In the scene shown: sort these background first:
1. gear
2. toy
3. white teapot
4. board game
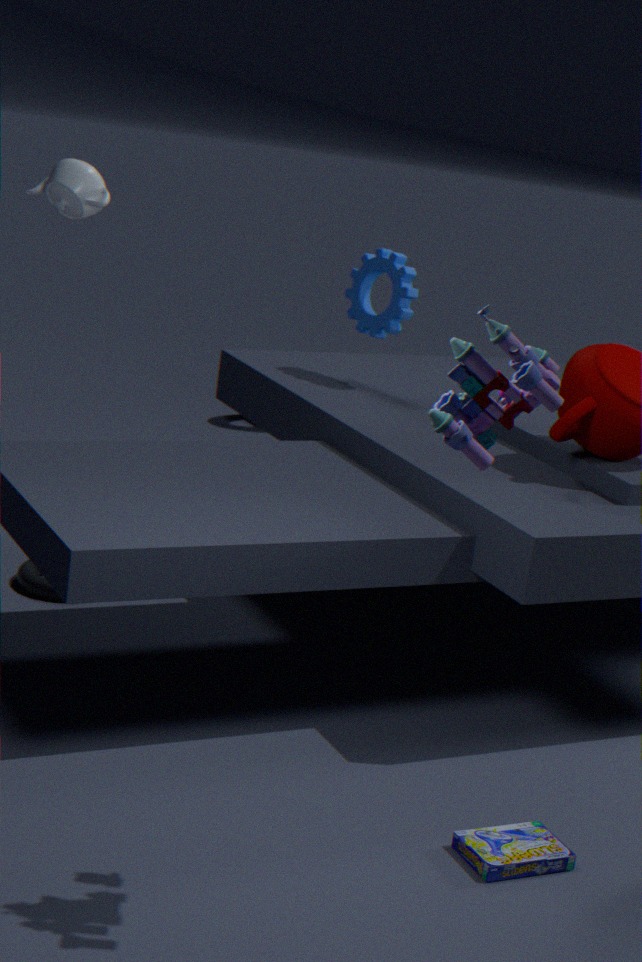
gear < white teapot < board game < toy
